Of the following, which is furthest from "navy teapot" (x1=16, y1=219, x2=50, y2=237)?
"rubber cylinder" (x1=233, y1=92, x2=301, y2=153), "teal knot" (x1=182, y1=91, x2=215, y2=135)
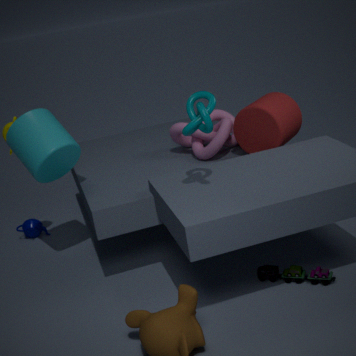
"teal knot" (x1=182, y1=91, x2=215, y2=135)
